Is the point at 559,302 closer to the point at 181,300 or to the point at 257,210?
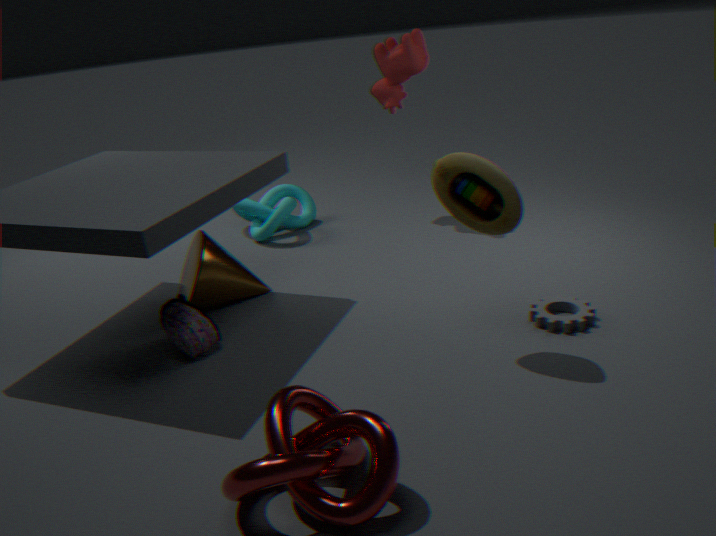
the point at 181,300
